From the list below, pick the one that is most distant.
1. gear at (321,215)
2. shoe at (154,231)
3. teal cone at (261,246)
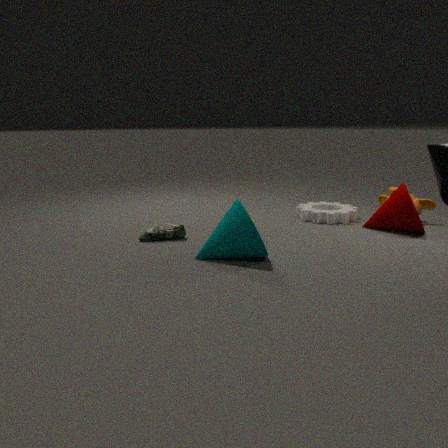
gear at (321,215)
